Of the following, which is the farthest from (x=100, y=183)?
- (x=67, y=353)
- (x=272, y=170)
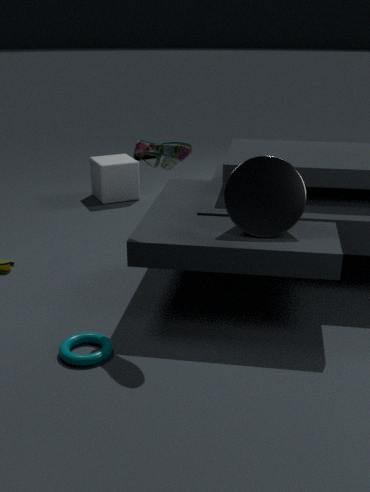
(x=67, y=353)
